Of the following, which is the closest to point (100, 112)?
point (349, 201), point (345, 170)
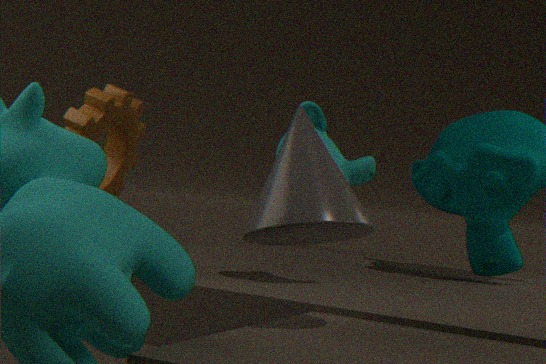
point (345, 170)
